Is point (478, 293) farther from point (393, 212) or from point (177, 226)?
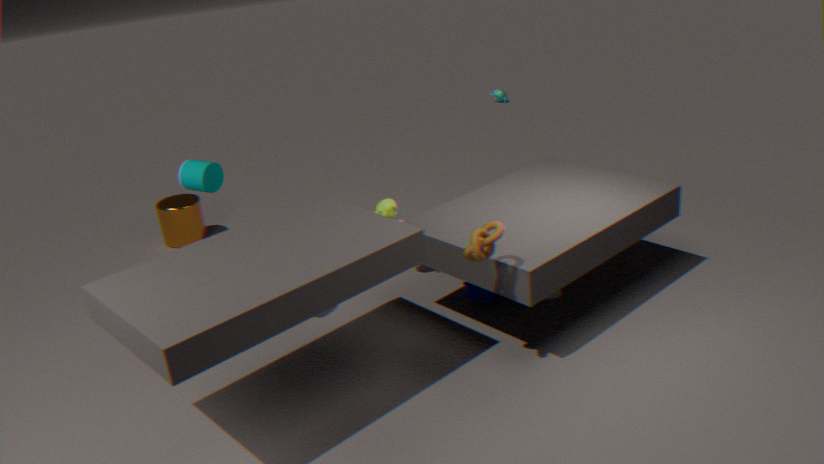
point (177, 226)
